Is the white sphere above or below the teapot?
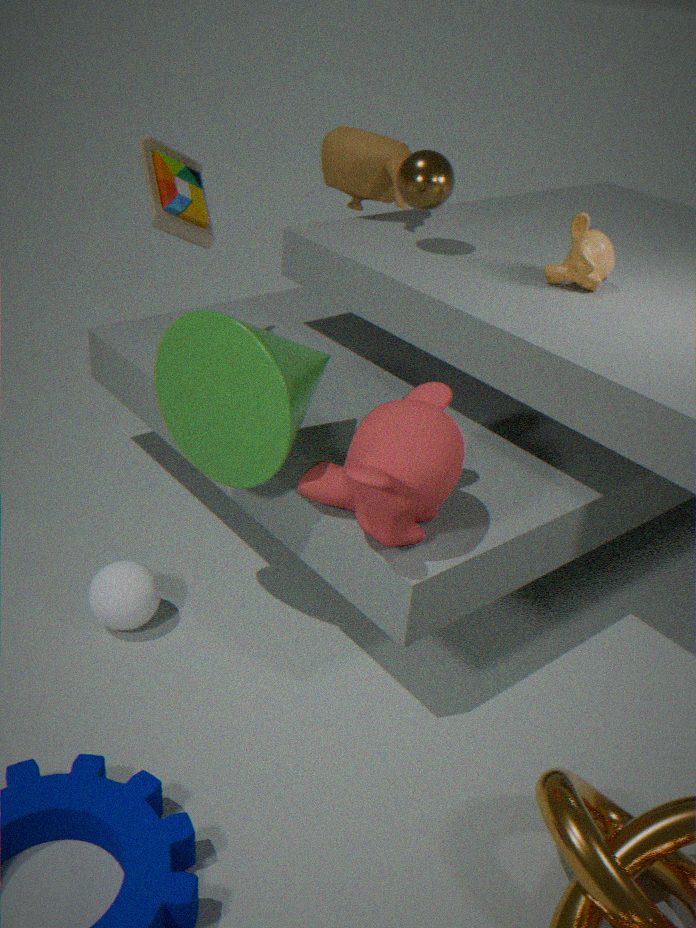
below
